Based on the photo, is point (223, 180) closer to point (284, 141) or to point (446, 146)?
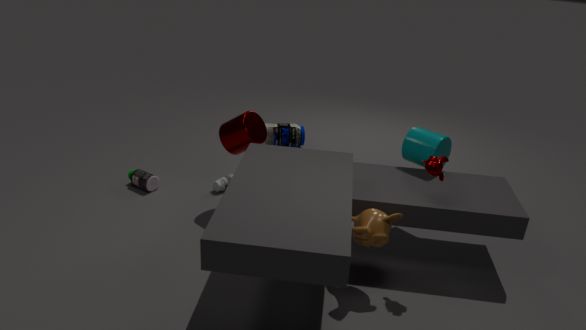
point (284, 141)
